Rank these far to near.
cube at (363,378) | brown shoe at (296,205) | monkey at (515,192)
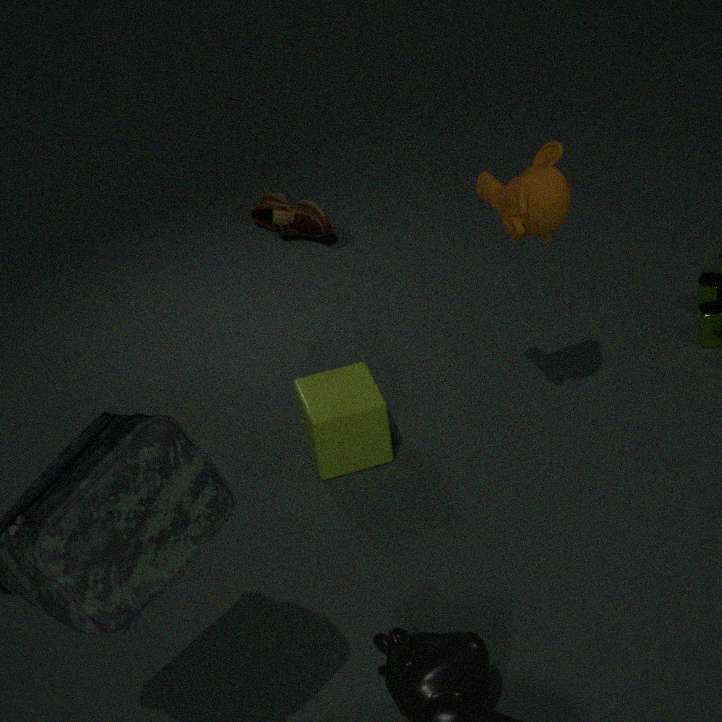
brown shoe at (296,205) → cube at (363,378) → monkey at (515,192)
